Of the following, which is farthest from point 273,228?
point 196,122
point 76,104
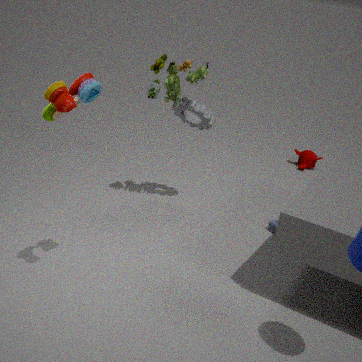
point 76,104
